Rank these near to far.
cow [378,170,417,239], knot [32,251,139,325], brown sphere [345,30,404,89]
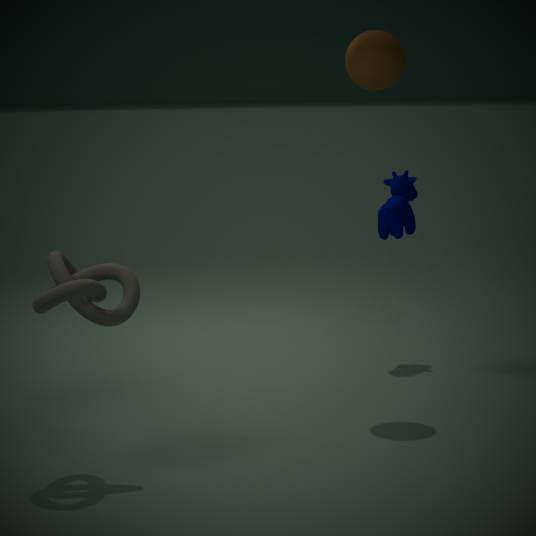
knot [32,251,139,325]
brown sphere [345,30,404,89]
cow [378,170,417,239]
